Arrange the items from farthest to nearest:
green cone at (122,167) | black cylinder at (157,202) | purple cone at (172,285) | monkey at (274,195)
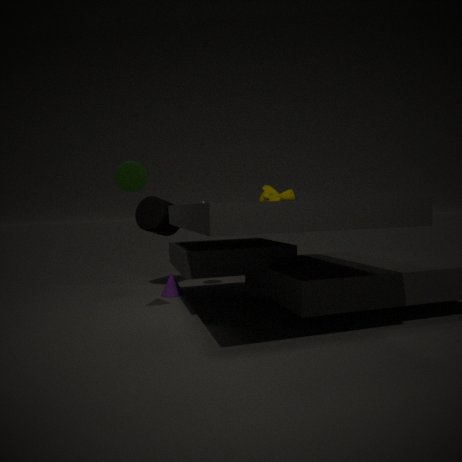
1. monkey at (274,195)
2. black cylinder at (157,202)
3. purple cone at (172,285)
4. green cone at (122,167)
